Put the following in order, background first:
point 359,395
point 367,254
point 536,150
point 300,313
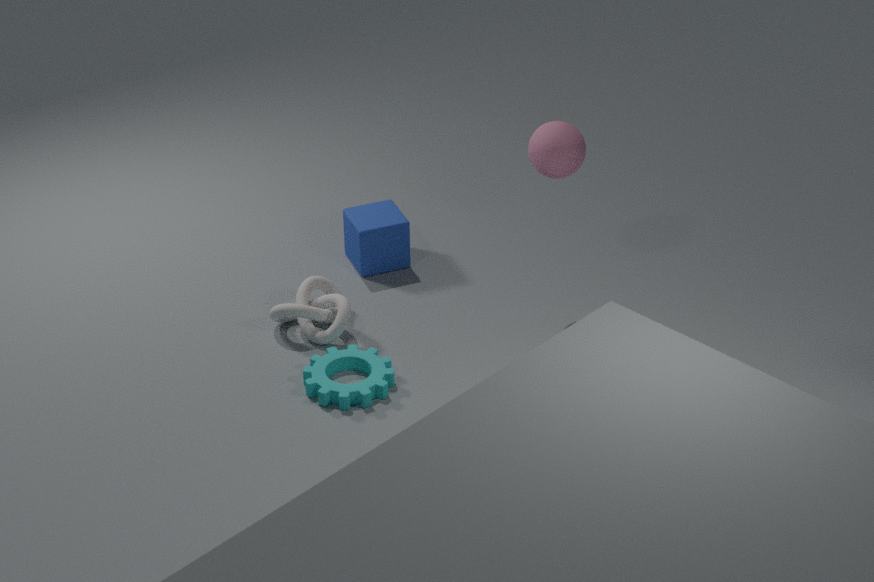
point 367,254 → point 300,313 → point 536,150 → point 359,395
